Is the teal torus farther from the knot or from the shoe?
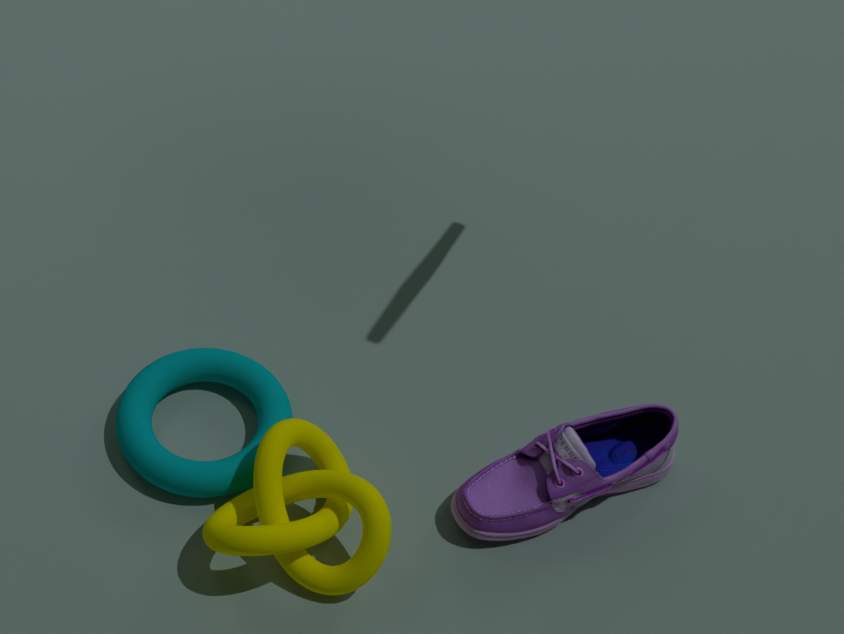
the shoe
